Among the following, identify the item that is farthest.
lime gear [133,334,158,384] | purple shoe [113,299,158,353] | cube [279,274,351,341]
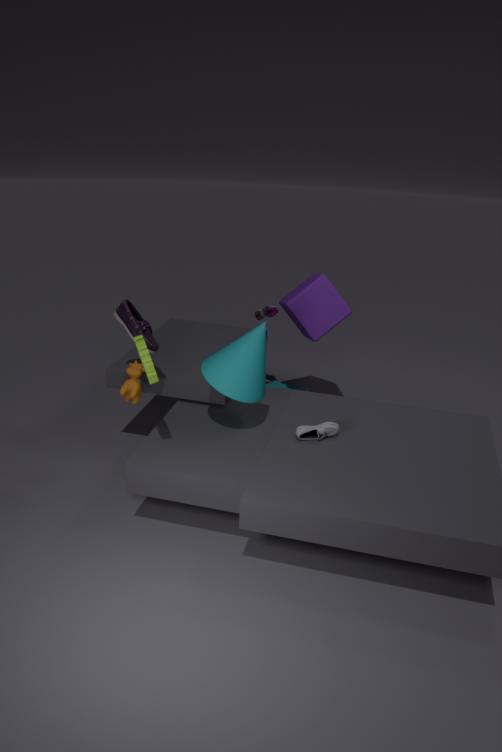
cube [279,274,351,341]
